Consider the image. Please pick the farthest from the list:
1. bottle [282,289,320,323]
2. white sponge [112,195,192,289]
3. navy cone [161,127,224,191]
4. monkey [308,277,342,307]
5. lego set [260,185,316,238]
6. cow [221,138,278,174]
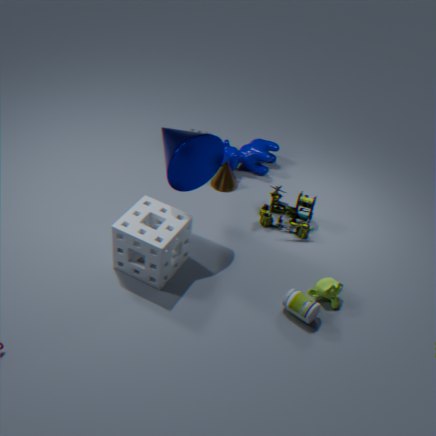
cow [221,138,278,174]
